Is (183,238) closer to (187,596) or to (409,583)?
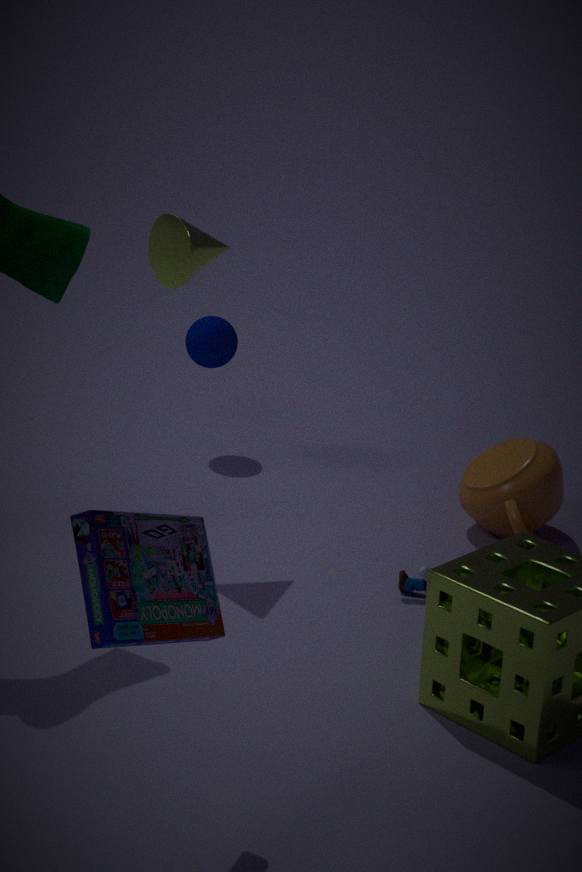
(409,583)
